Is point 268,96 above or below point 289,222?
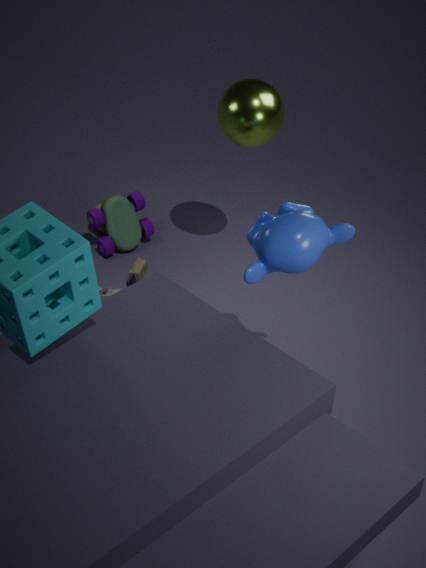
above
